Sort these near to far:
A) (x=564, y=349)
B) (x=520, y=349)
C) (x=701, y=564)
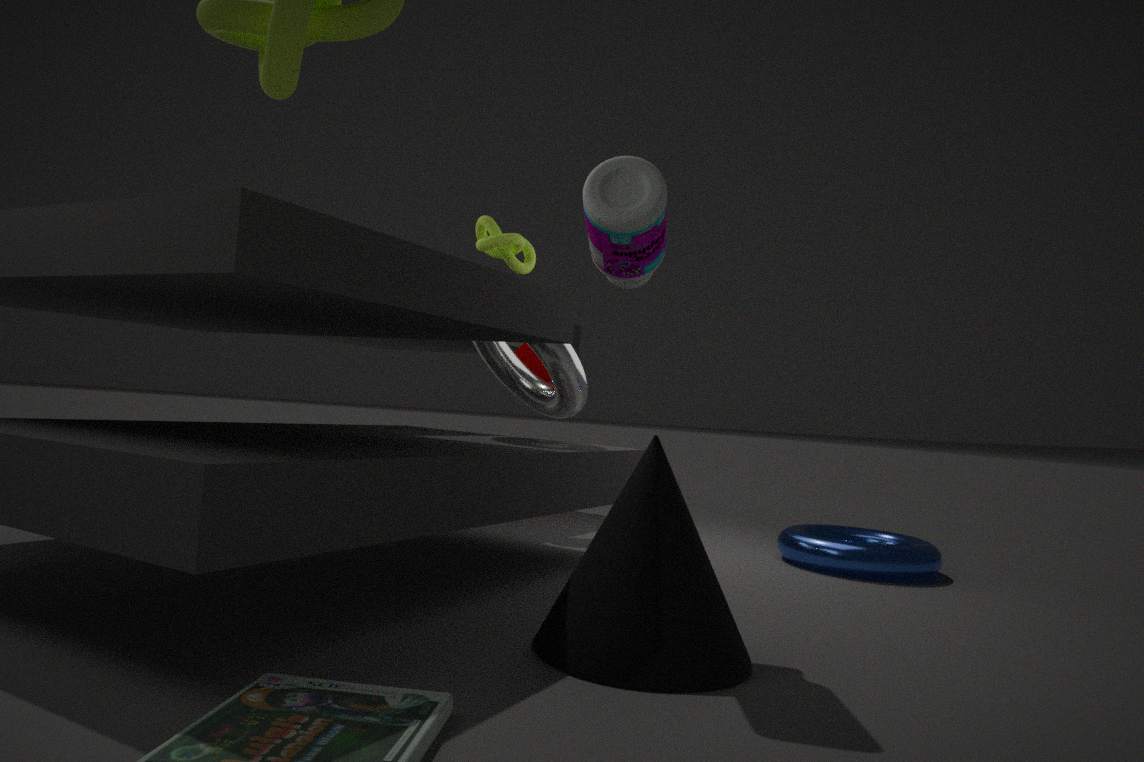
(x=701, y=564) < (x=564, y=349) < (x=520, y=349)
